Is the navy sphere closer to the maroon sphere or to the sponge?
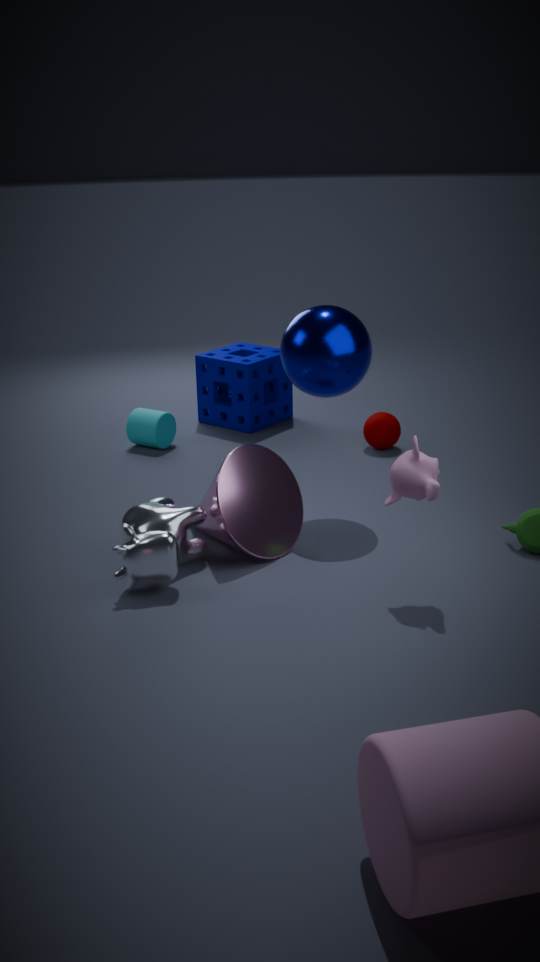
the maroon sphere
